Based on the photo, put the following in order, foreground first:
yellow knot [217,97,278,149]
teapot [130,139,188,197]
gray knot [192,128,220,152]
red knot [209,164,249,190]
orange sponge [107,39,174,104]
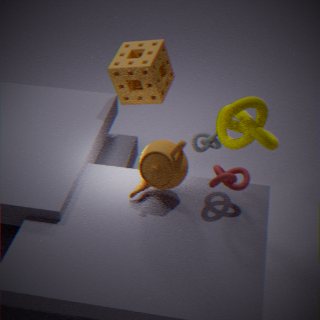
red knot [209,164,249,190] < teapot [130,139,188,197] < yellow knot [217,97,278,149] < orange sponge [107,39,174,104] < gray knot [192,128,220,152]
